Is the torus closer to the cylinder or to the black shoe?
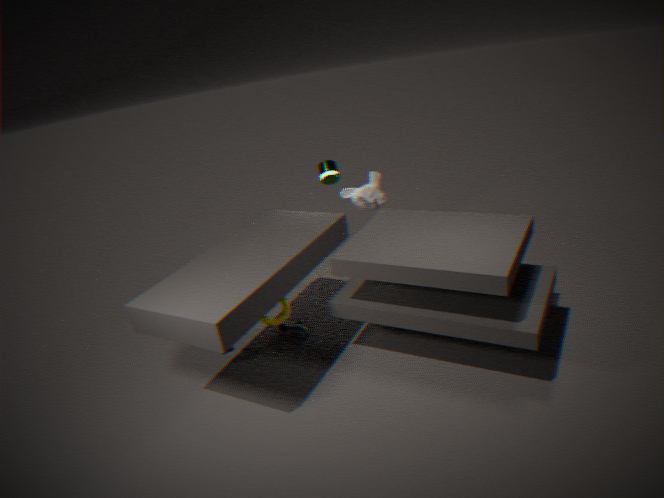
the black shoe
